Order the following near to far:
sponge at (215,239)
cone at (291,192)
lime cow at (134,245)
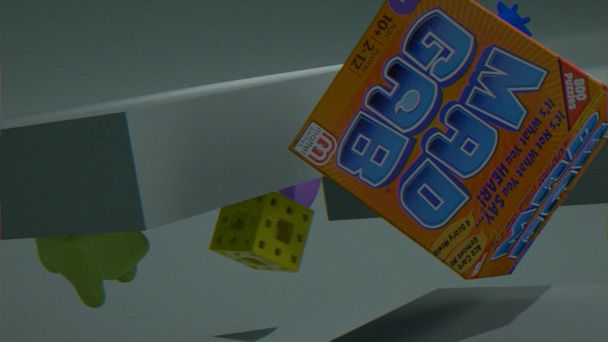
sponge at (215,239), lime cow at (134,245), cone at (291,192)
